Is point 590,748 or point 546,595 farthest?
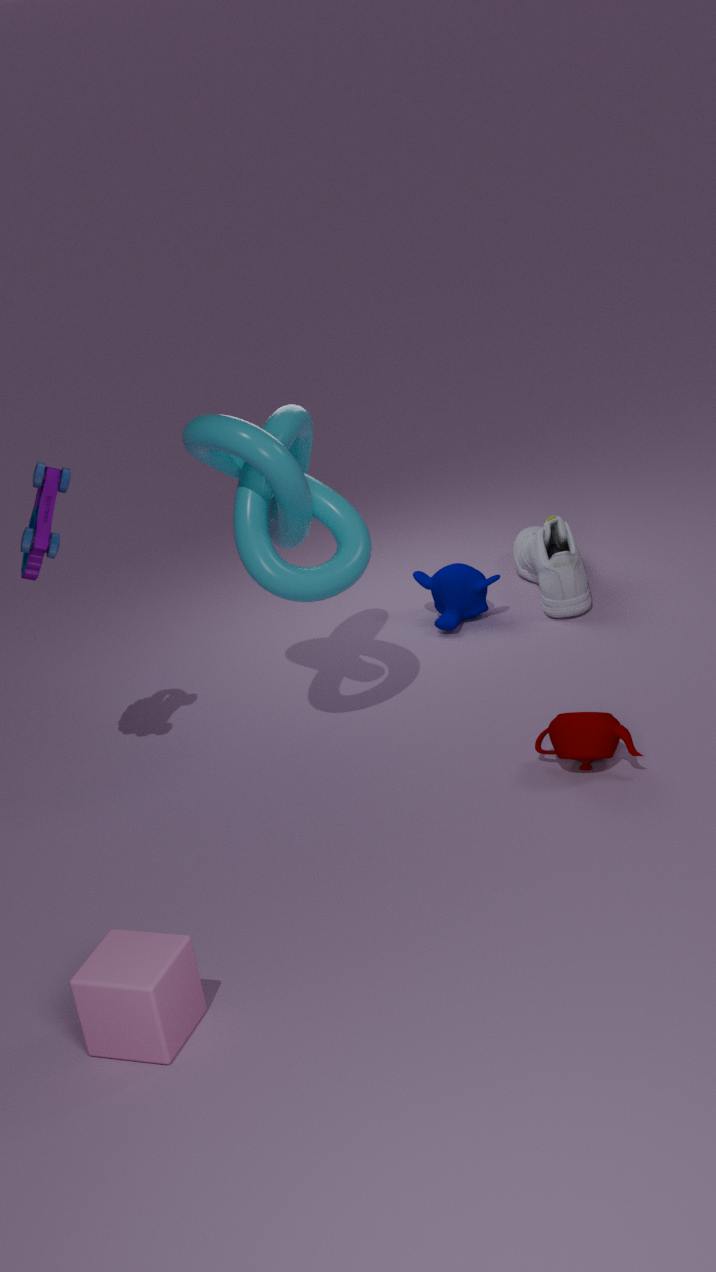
point 546,595
